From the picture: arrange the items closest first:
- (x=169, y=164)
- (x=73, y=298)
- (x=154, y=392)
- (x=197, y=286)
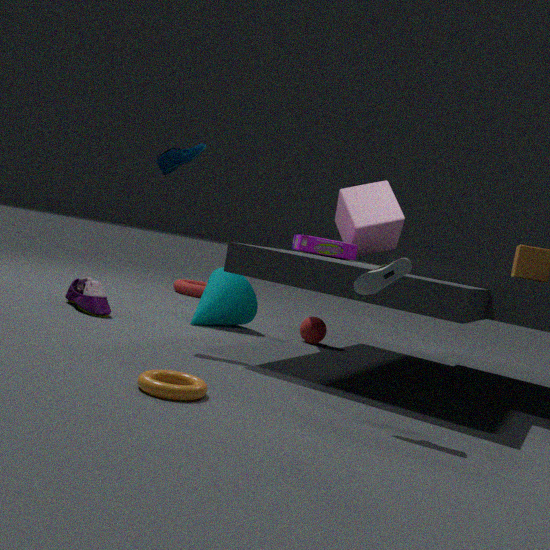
1. (x=154, y=392)
2. (x=169, y=164)
3. (x=73, y=298)
4. (x=197, y=286)
